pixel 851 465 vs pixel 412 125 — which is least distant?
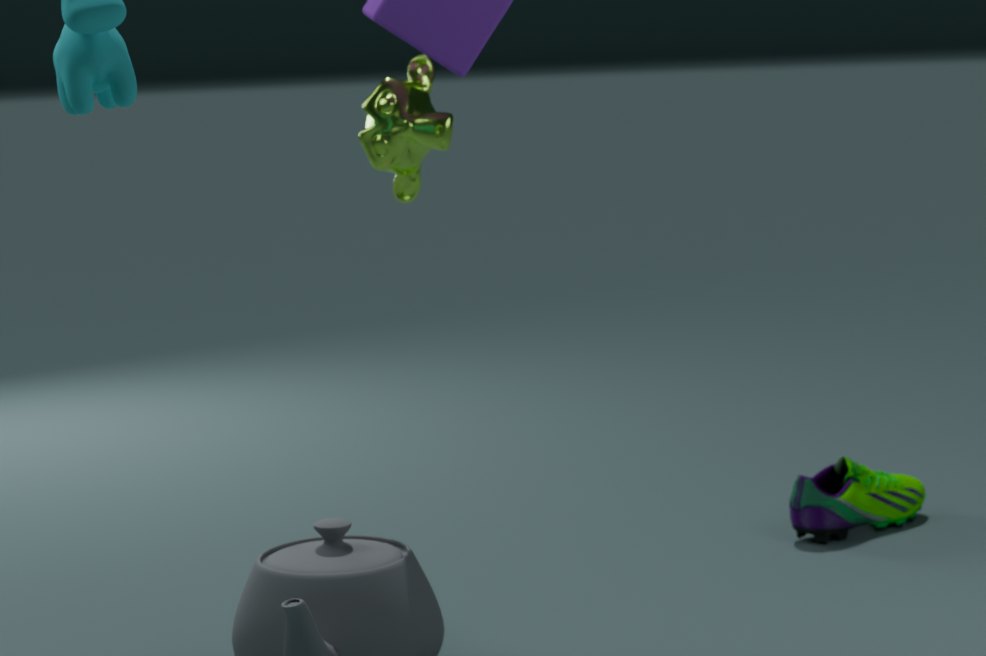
pixel 412 125
